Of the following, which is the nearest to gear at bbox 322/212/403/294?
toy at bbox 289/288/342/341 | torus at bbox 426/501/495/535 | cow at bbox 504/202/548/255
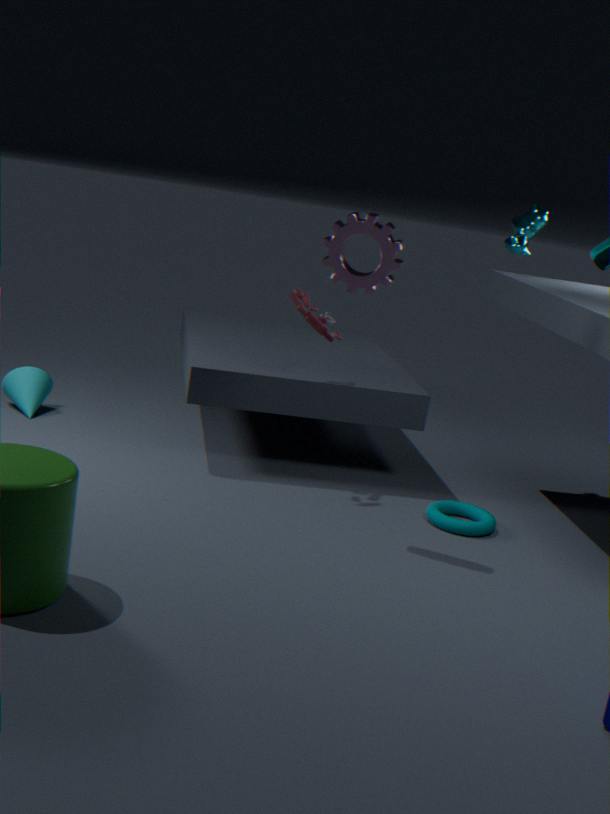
toy at bbox 289/288/342/341
